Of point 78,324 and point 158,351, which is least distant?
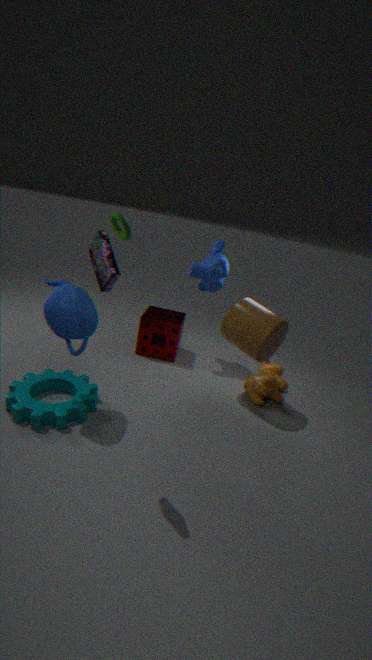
point 78,324
